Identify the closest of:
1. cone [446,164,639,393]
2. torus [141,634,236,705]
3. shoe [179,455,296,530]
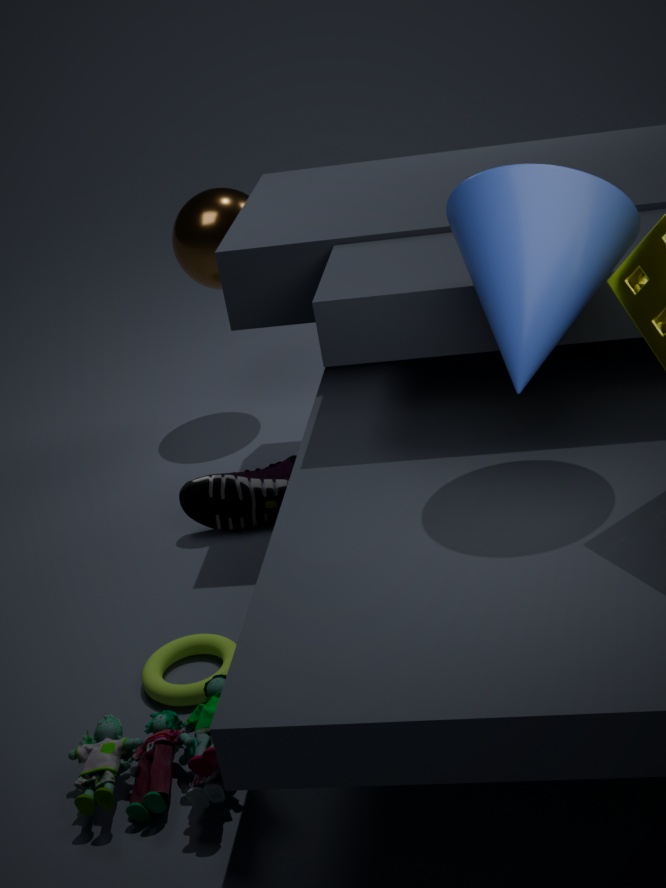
cone [446,164,639,393]
